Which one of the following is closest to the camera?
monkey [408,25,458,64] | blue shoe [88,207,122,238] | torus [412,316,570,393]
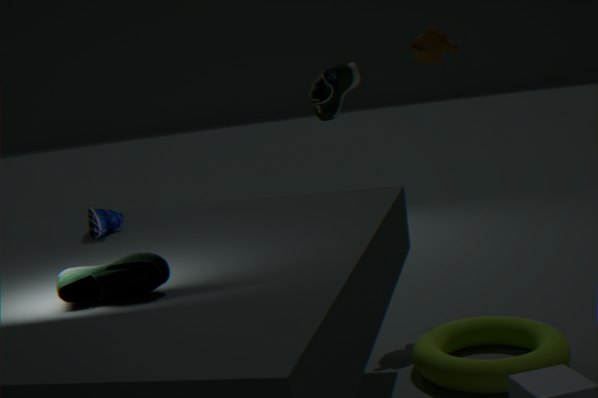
torus [412,316,570,393]
